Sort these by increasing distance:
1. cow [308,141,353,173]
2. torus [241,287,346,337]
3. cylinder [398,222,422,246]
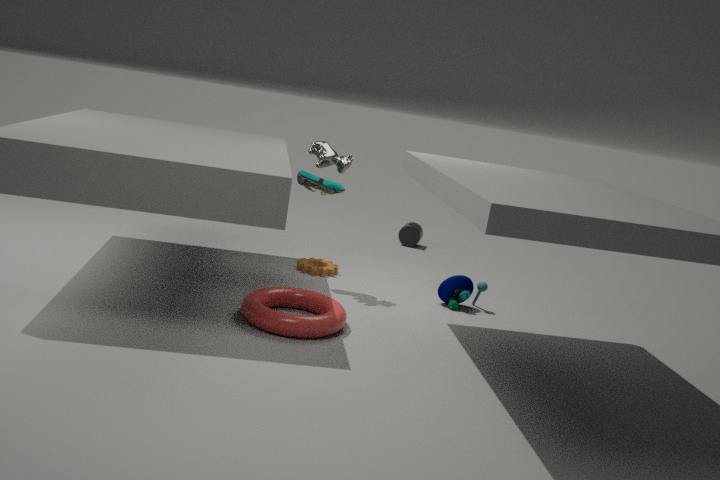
torus [241,287,346,337]
cow [308,141,353,173]
cylinder [398,222,422,246]
